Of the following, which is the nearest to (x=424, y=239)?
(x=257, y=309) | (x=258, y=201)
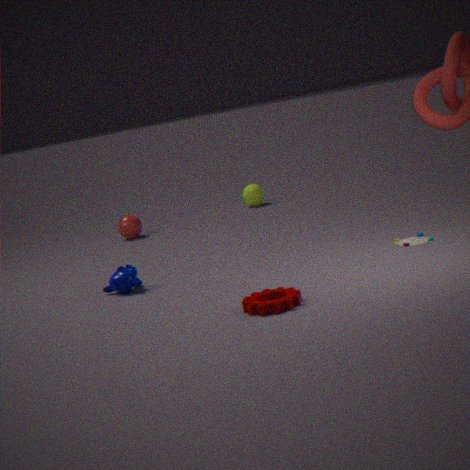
(x=257, y=309)
